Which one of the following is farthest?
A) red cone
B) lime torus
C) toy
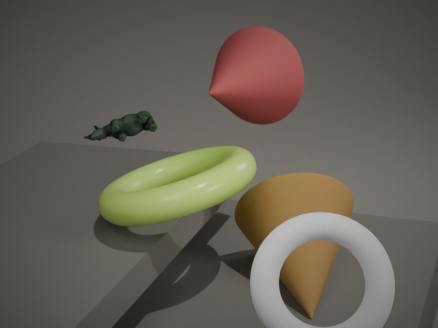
toy
